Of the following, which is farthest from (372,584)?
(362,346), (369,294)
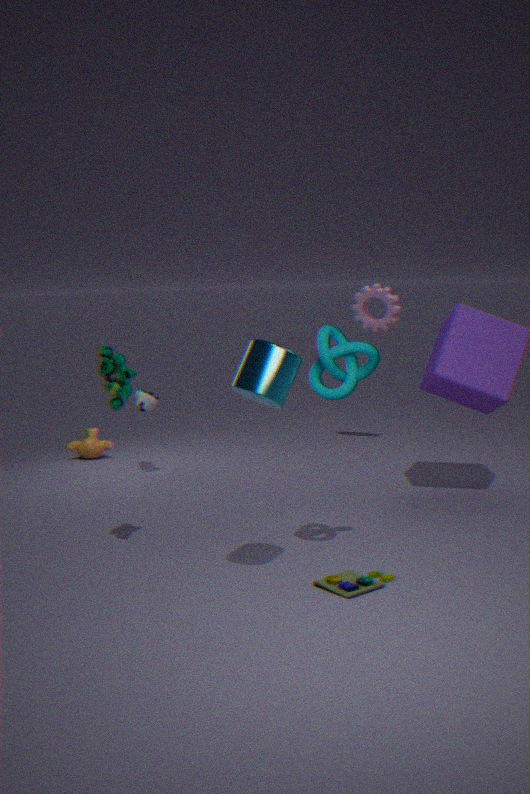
(369,294)
